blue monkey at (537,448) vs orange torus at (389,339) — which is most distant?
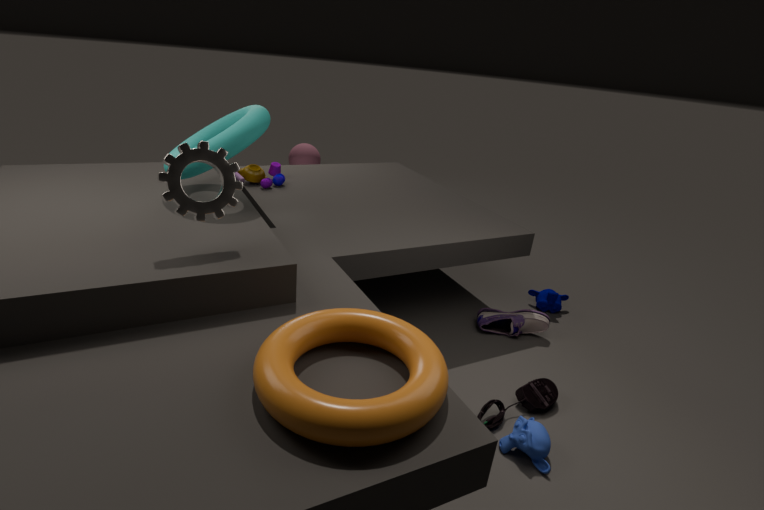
blue monkey at (537,448)
